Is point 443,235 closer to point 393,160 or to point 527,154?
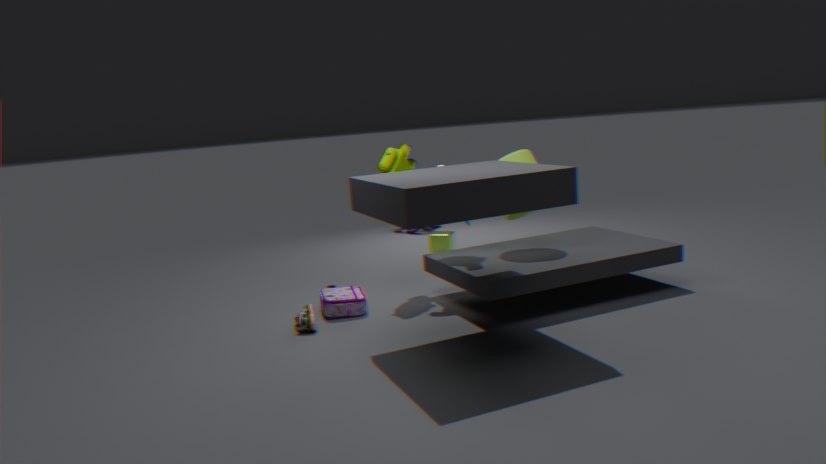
point 393,160
